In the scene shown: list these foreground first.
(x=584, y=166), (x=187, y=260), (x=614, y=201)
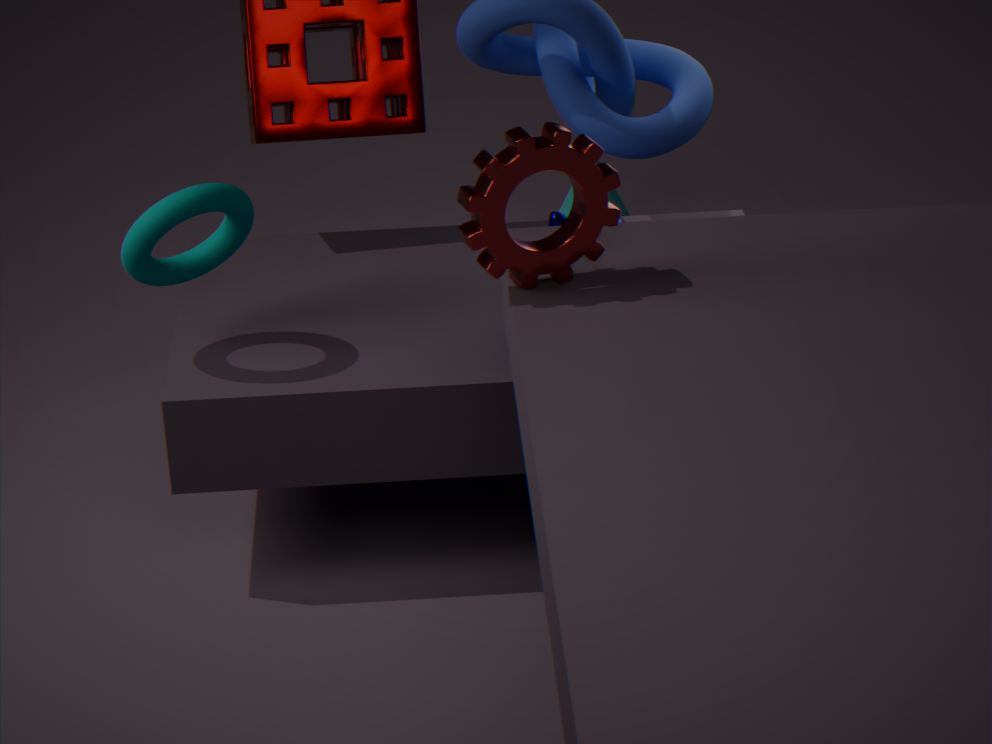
(x=584, y=166), (x=187, y=260), (x=614, y=201)
